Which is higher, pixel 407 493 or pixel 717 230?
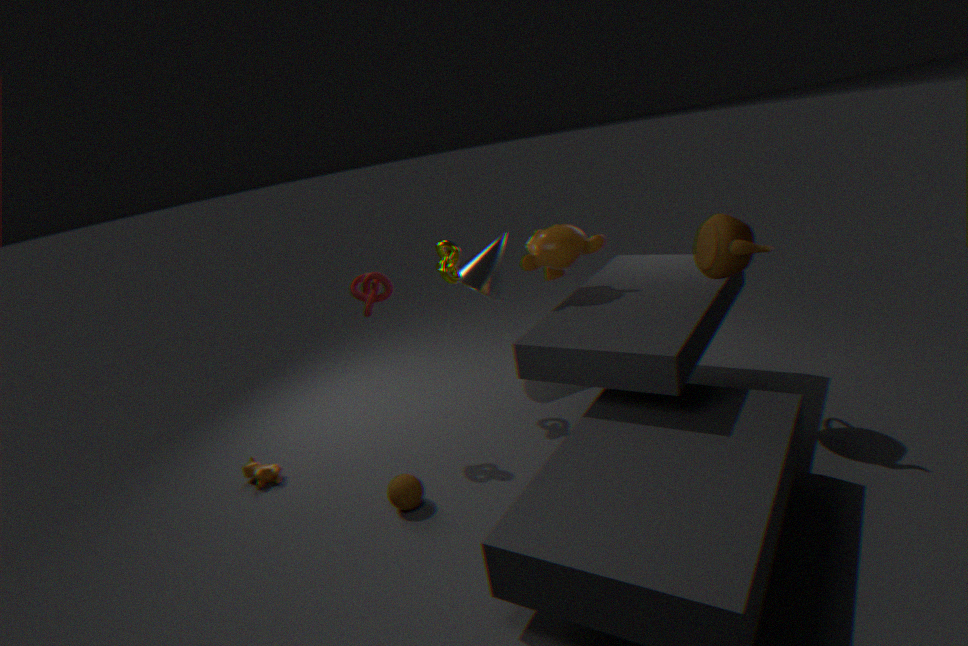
pixel 717 230
